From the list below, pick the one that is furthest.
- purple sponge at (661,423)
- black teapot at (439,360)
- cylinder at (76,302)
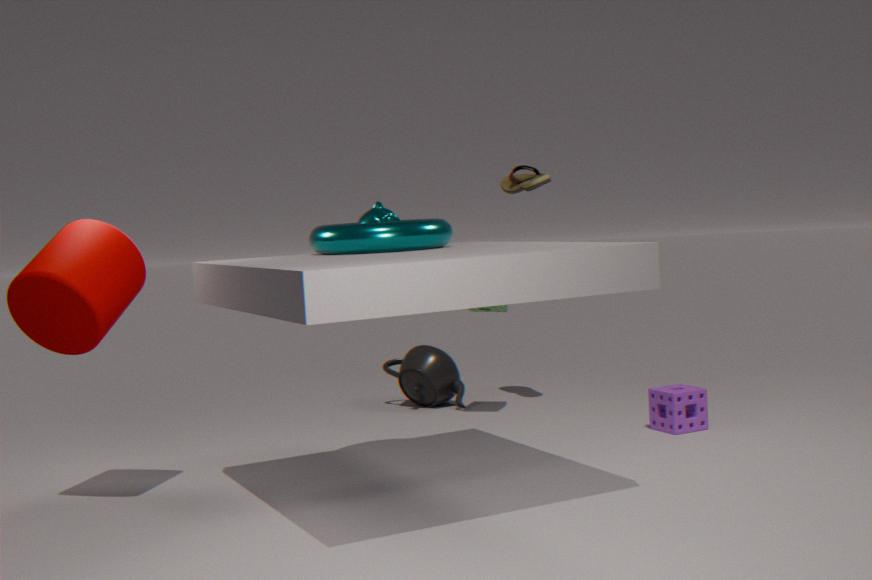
black teapot at (439,360)
